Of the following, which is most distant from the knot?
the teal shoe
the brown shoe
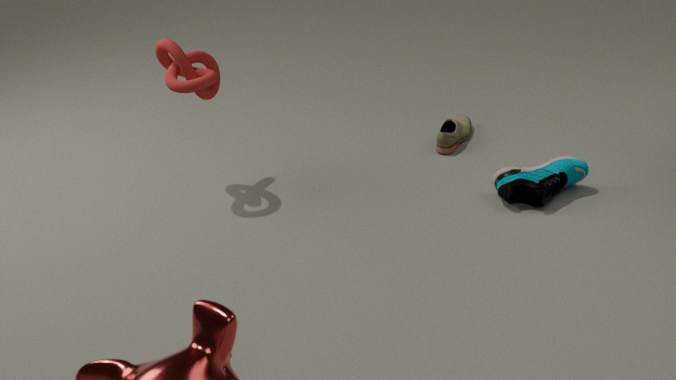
the teal shoe
